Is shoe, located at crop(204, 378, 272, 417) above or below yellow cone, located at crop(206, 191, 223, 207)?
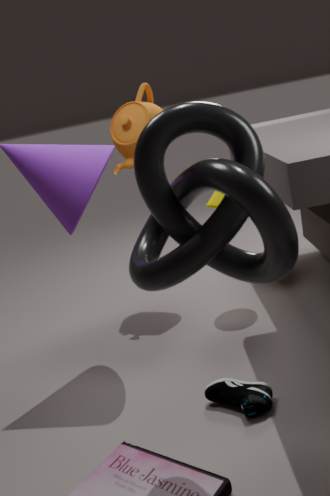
below
